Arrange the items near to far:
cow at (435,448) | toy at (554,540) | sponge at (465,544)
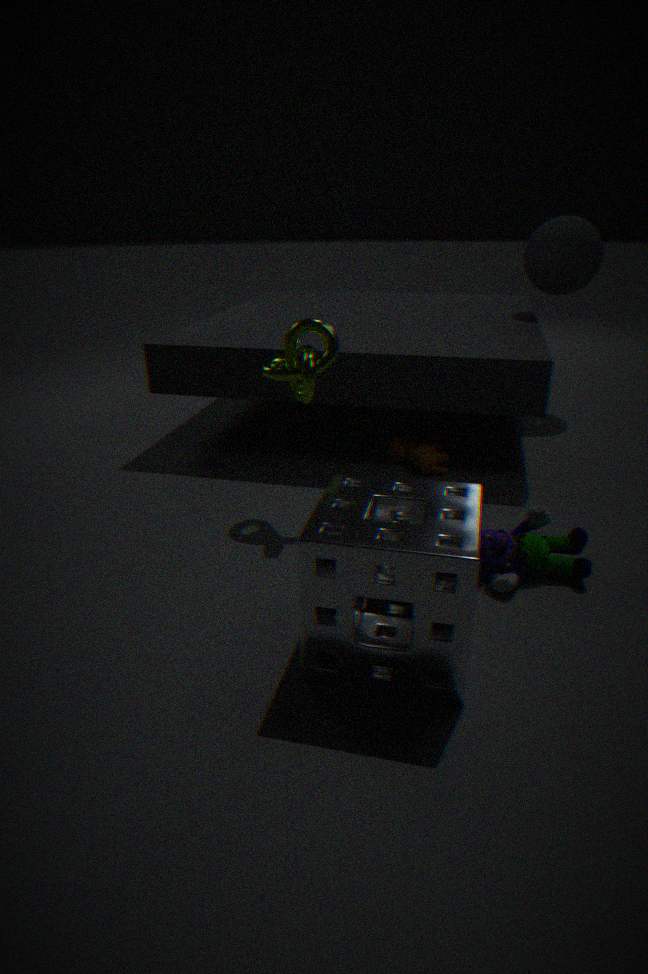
sponge at (465,544) → toy at (554,540) → cow at (435,448)
